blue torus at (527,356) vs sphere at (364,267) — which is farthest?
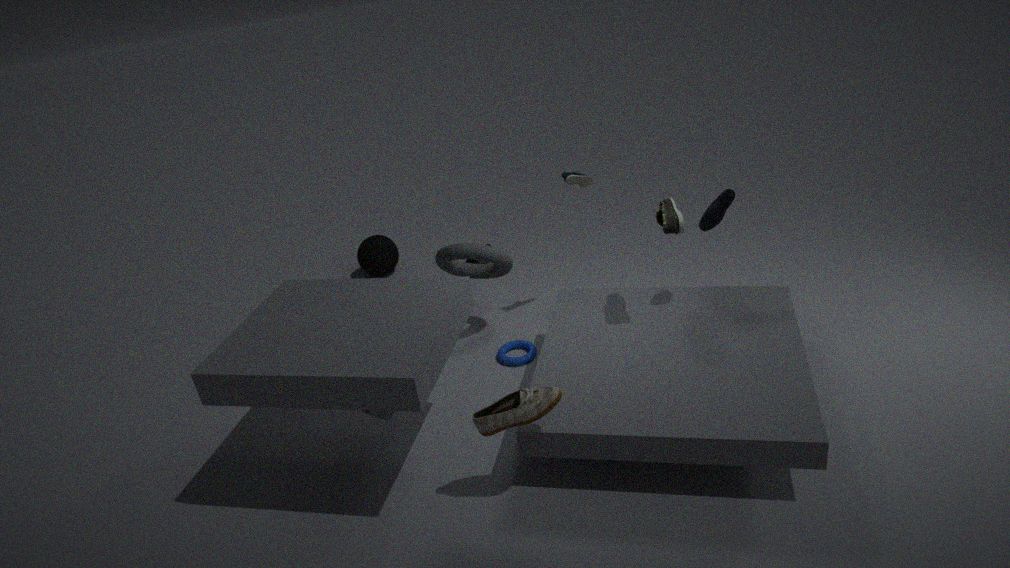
sphere at (364,267)
